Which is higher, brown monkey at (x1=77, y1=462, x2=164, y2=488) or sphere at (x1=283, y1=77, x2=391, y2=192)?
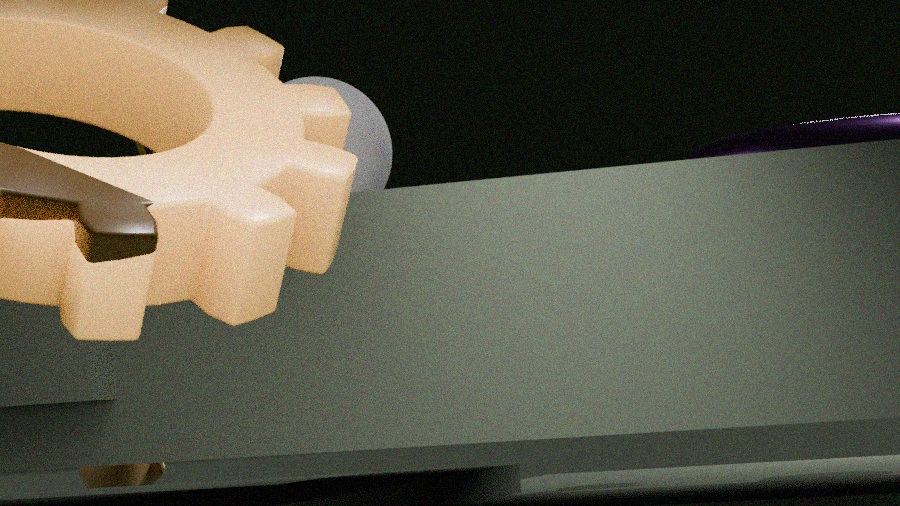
sphere at (x1=283, y1=77, x2=391, y2=192)
